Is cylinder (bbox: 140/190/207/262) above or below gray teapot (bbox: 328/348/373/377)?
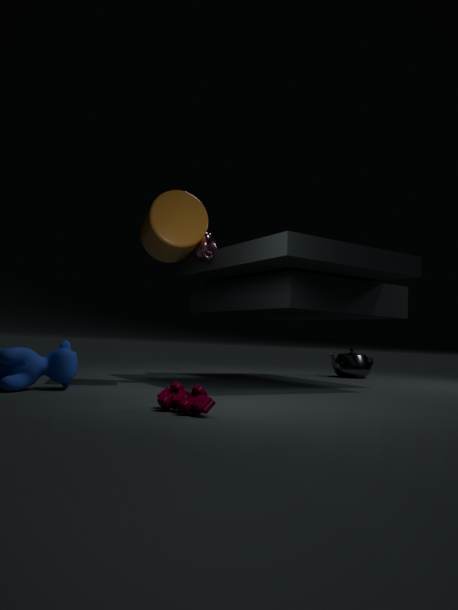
above
